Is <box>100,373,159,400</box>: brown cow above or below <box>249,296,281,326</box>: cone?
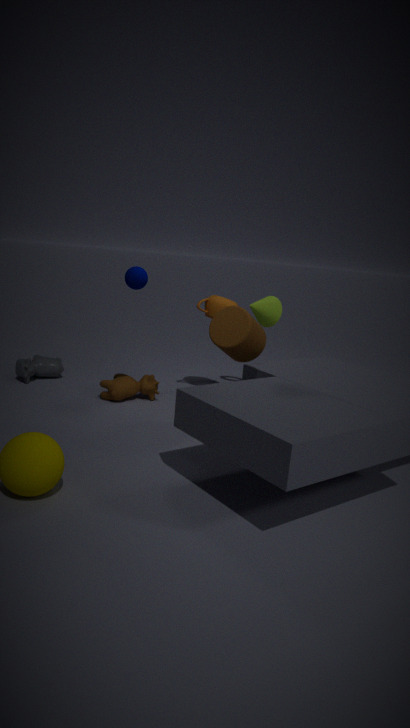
below
